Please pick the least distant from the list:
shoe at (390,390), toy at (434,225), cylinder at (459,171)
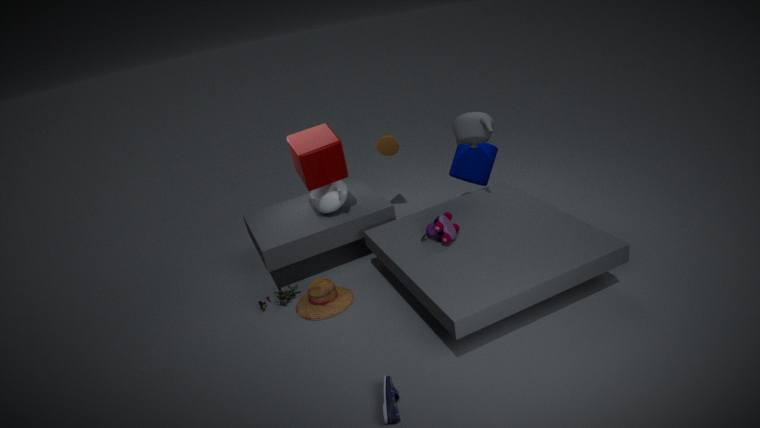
shoe at (390,390)
